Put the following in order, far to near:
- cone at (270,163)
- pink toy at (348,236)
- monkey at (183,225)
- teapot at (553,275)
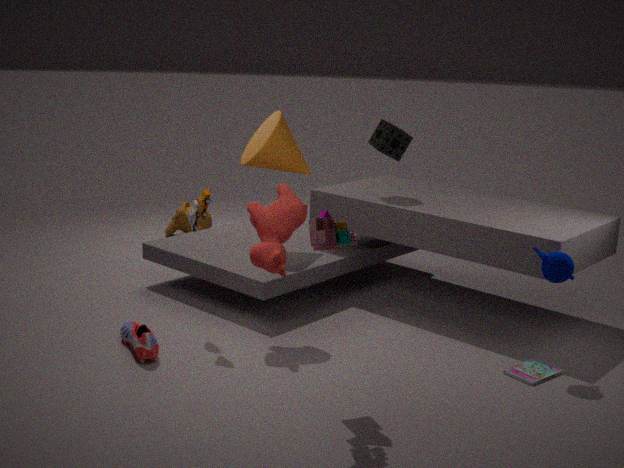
monkey at (183,225), cone at (270,163), teapot at (553,275), pink toy at (348,236)
